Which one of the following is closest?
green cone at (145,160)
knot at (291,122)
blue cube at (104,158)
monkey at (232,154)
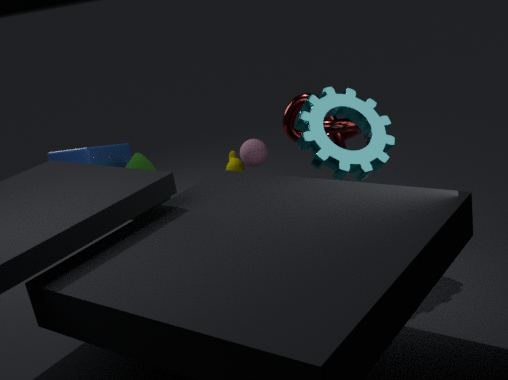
green cone at (145,160)
